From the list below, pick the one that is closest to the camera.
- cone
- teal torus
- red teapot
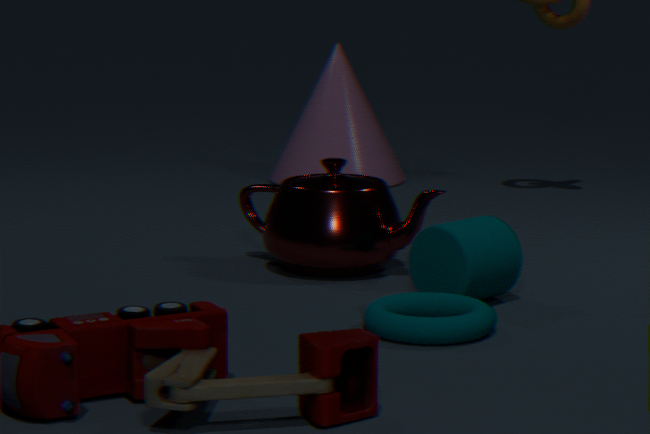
teal torus
